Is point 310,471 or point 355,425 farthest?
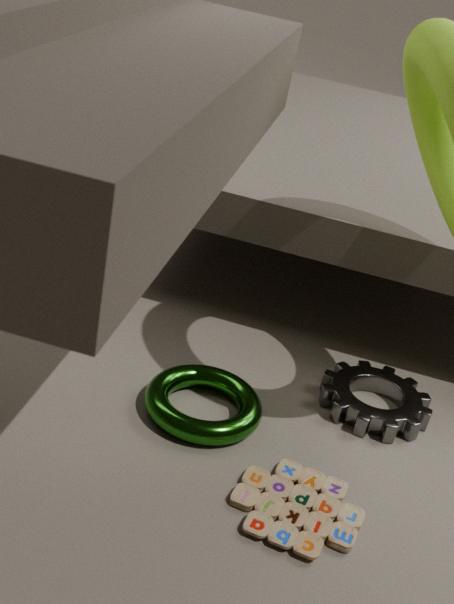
point 355,425
